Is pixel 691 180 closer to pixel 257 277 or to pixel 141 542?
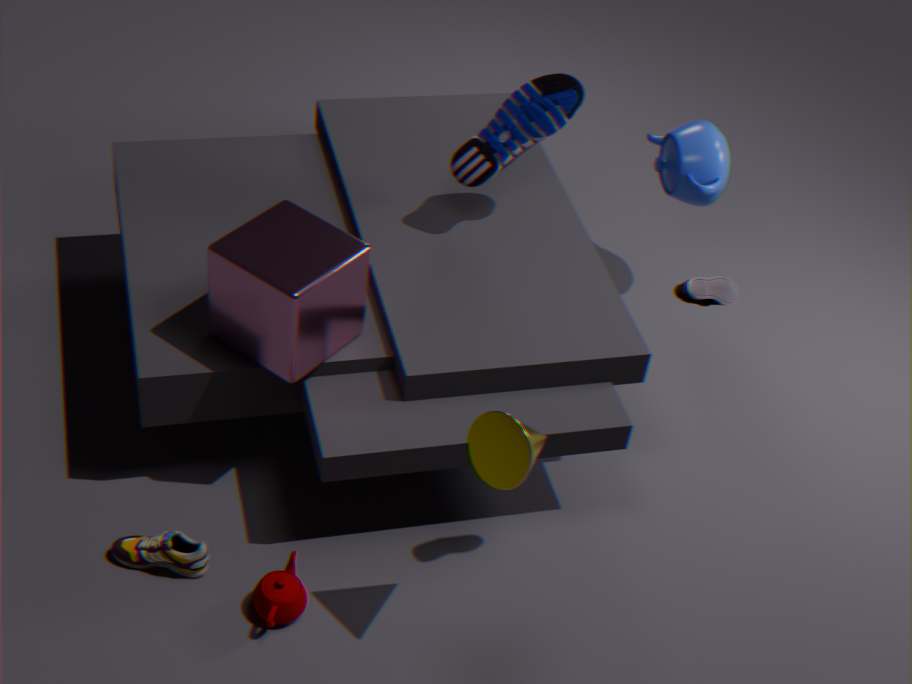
pixel 257 277
